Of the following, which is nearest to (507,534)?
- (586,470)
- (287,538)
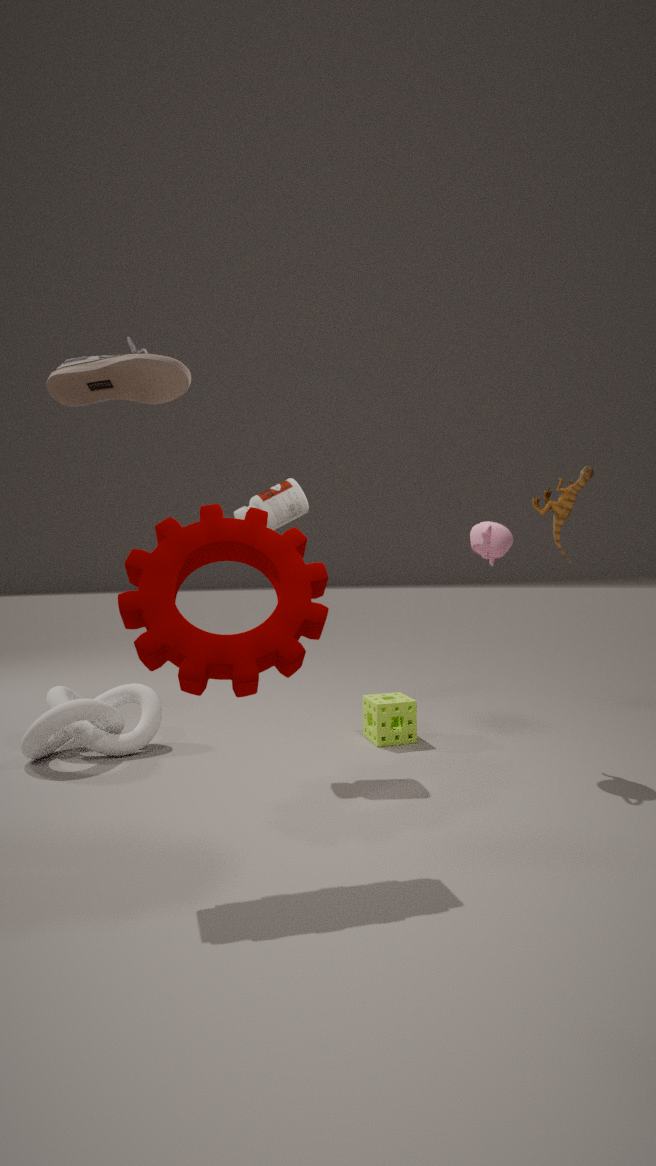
(586,470)
